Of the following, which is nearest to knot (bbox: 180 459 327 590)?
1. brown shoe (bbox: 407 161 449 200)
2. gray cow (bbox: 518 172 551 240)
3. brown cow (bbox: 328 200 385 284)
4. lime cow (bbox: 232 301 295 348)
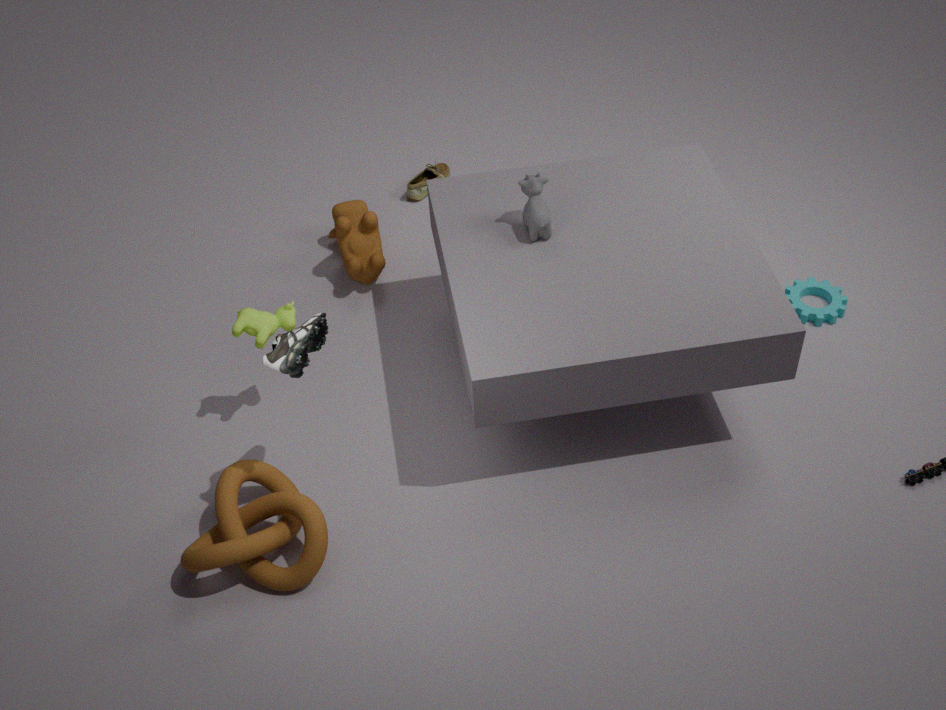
lime cow (bbox: 232 301 295 348)
